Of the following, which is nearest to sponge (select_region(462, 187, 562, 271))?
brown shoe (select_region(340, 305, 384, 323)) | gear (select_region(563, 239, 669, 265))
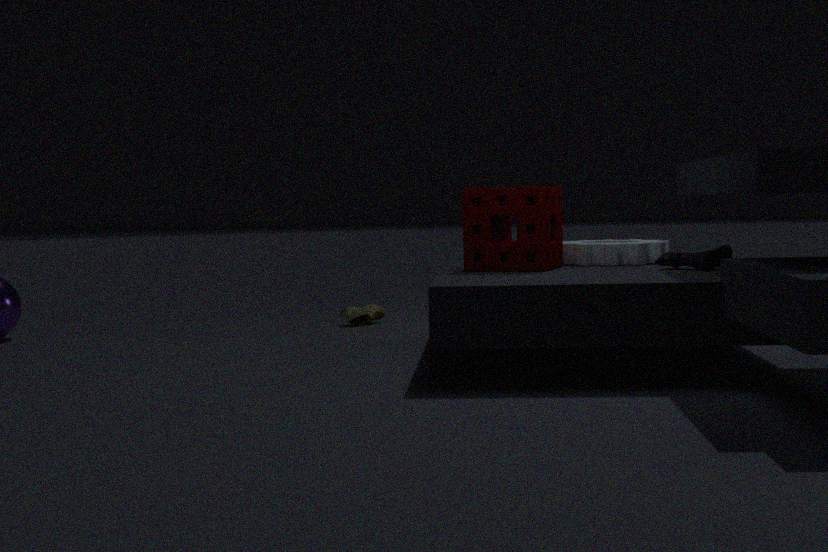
gear (select_region(563, 239, 669, 265))
